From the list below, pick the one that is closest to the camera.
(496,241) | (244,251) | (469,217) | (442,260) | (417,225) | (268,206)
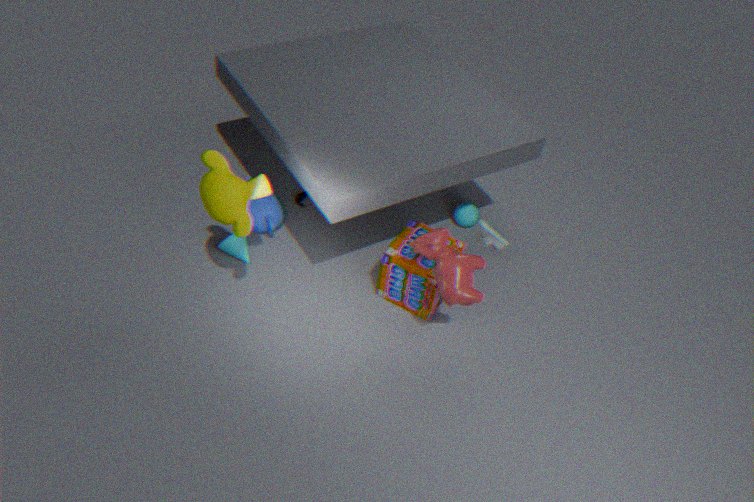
(496,241)
